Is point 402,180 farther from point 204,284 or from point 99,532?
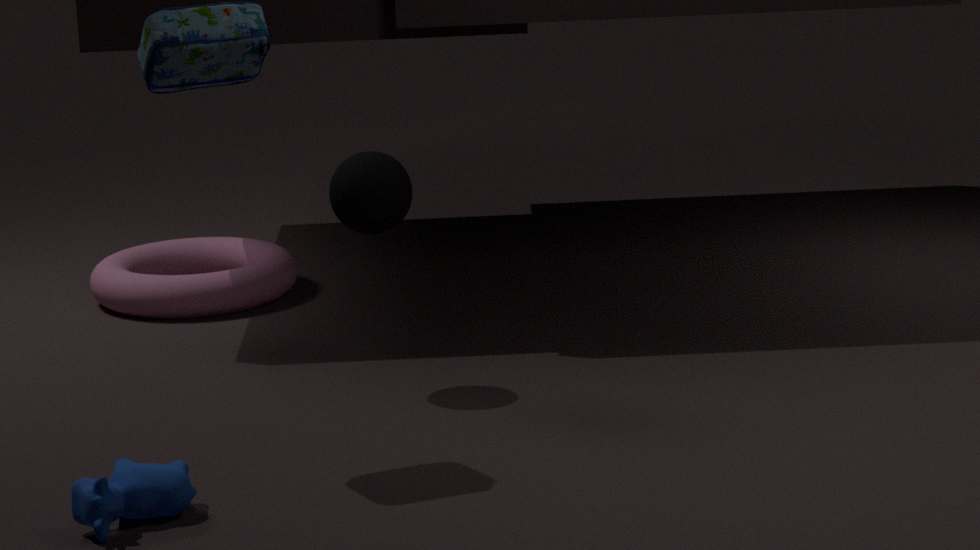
point 204,284
